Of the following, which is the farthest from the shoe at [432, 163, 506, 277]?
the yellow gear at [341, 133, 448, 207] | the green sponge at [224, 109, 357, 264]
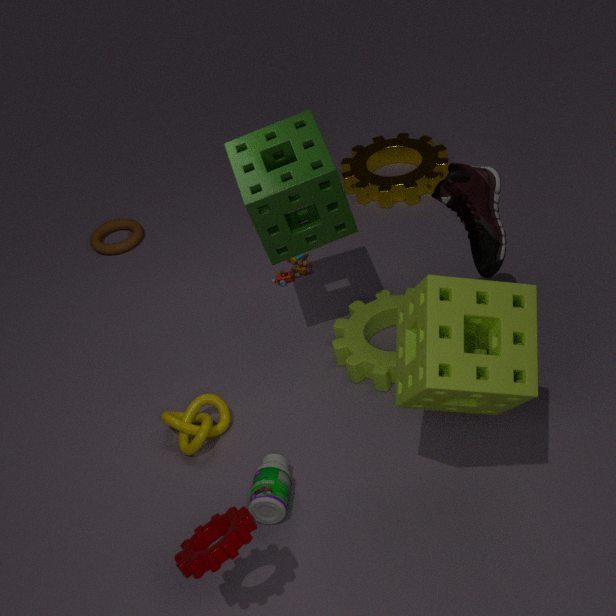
the yellow gear at [341, 133, 448, 207]
